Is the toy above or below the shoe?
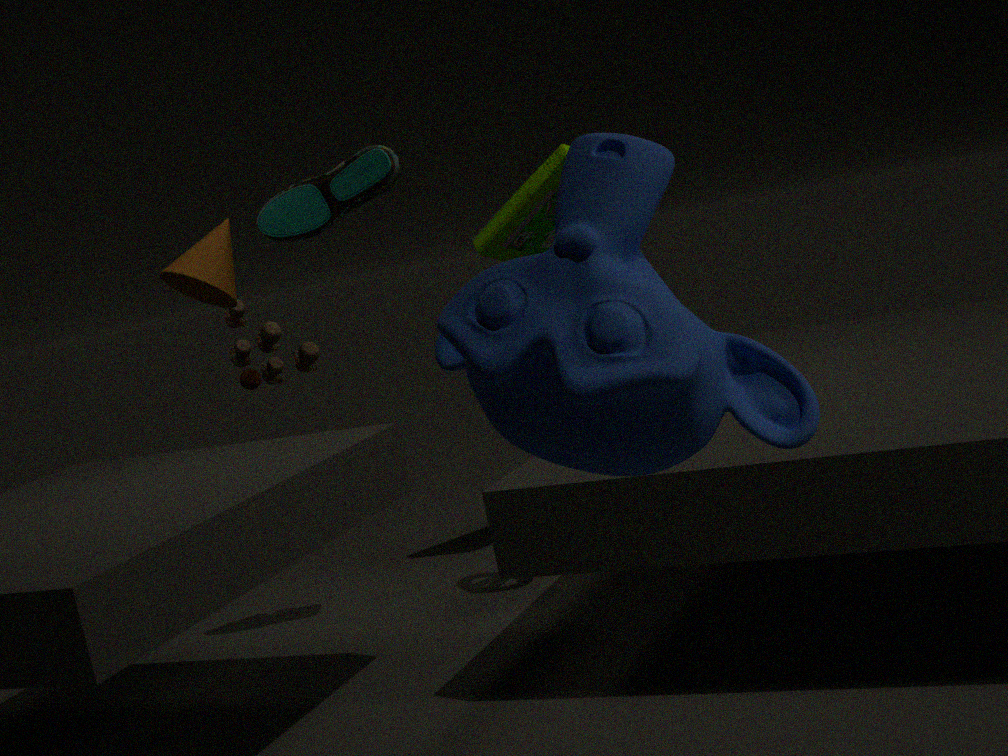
below
